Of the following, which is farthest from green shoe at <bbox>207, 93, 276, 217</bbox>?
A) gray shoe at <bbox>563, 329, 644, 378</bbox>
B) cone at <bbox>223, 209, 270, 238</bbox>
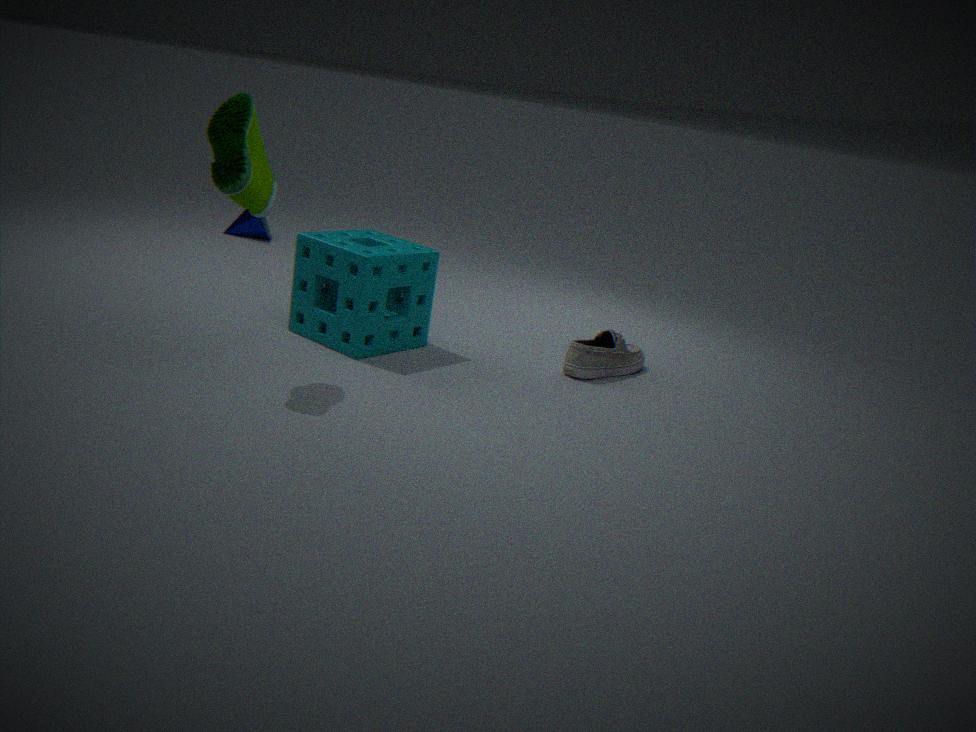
cone at <bbox>223, 209, 270, 238</bbox>
